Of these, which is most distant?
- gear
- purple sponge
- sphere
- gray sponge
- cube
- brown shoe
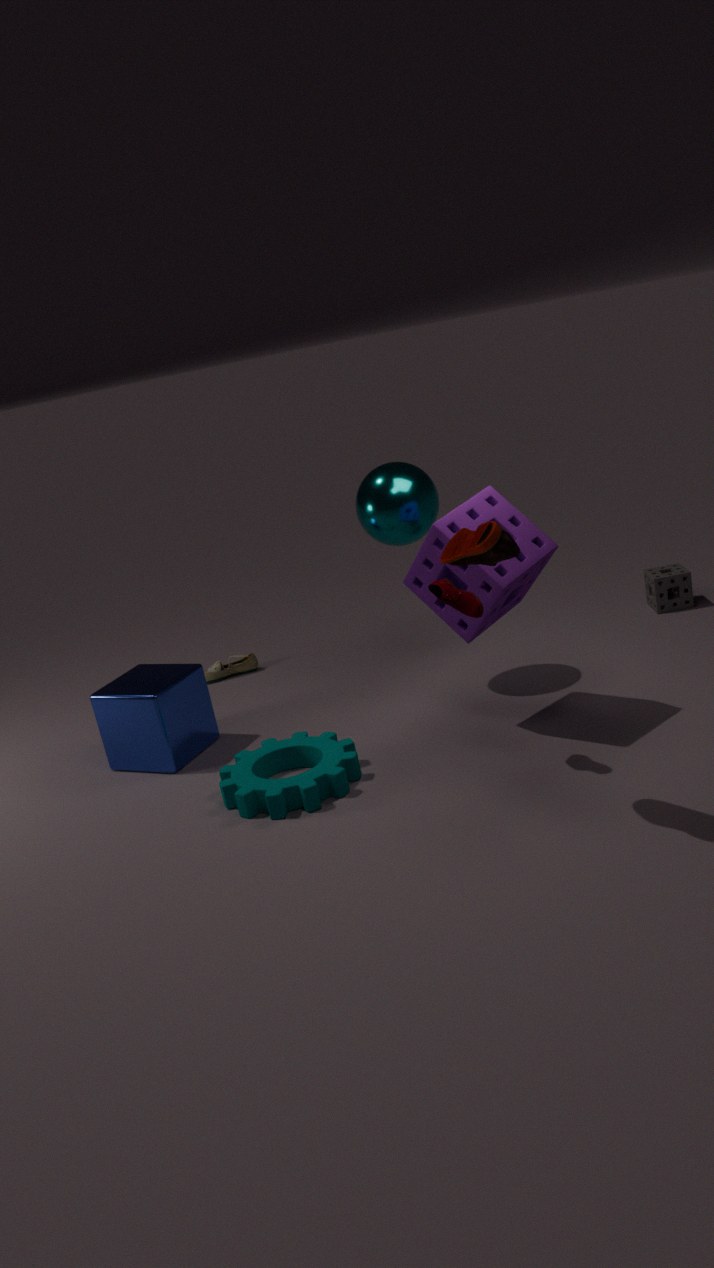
brown shoe
